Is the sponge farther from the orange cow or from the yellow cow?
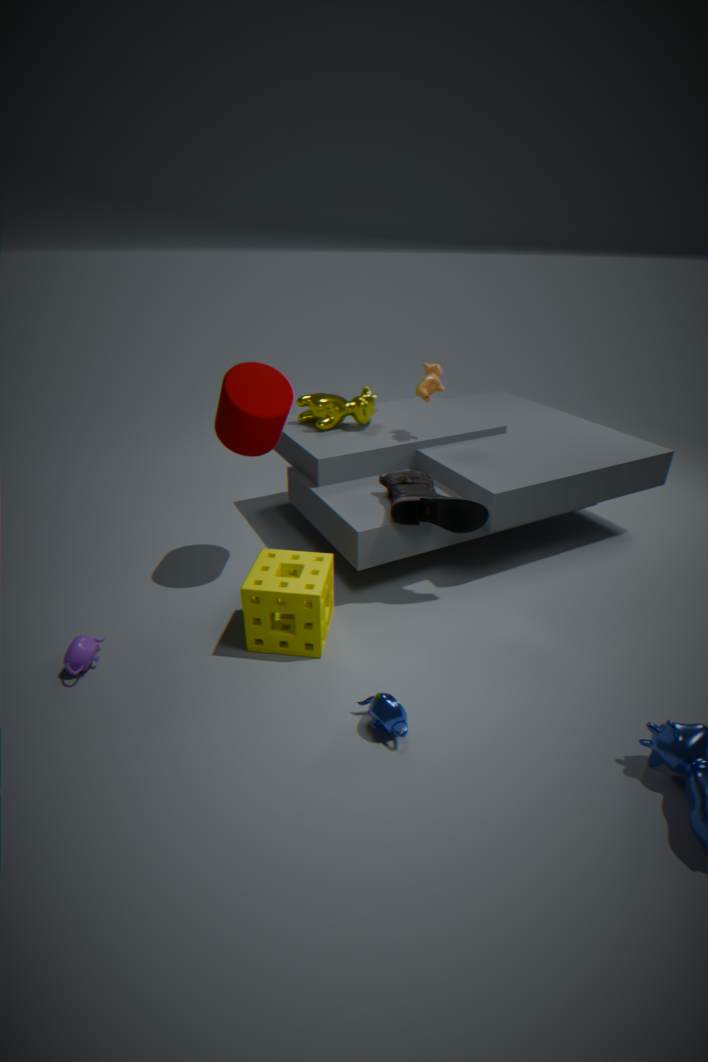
the orange cow
